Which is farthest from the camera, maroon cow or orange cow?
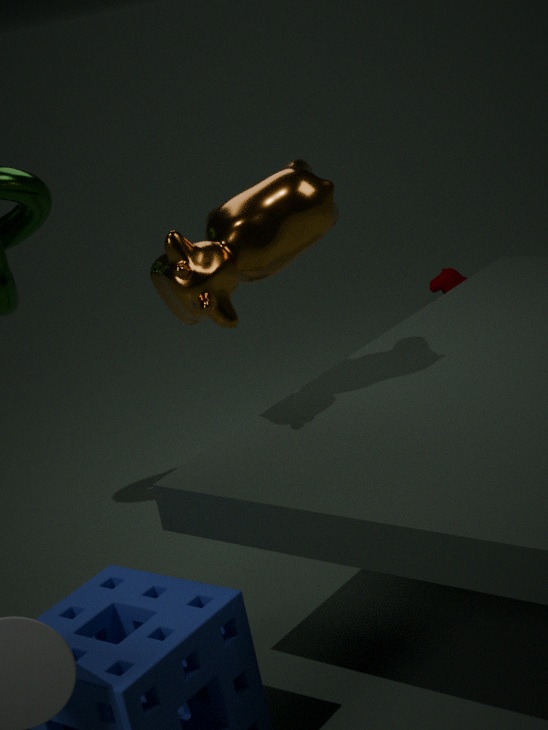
maroon cow
